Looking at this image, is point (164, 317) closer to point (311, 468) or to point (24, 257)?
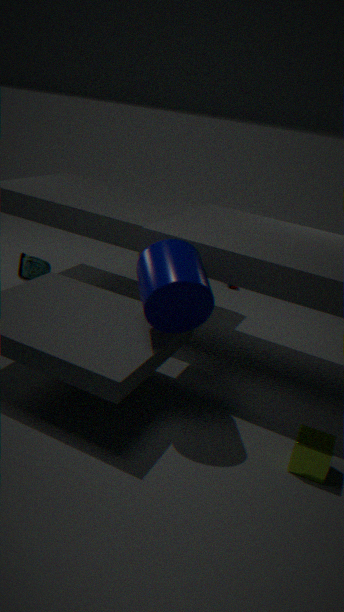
point (311, 468)
